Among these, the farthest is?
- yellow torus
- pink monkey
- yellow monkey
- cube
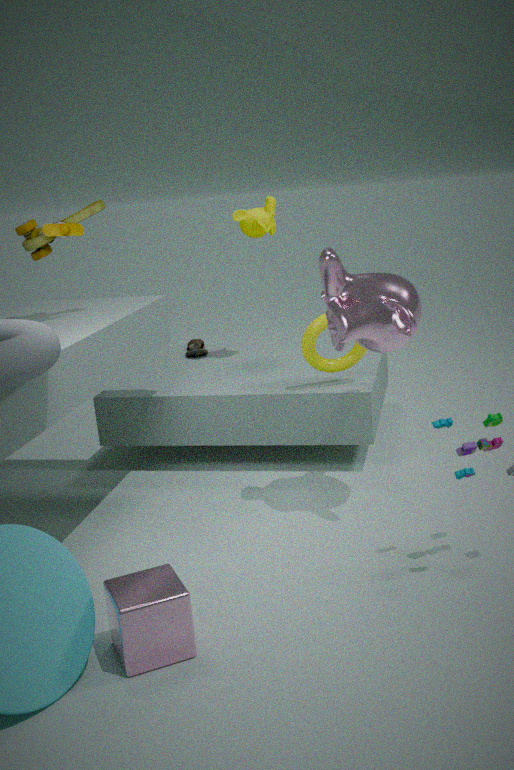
yellow monkey
